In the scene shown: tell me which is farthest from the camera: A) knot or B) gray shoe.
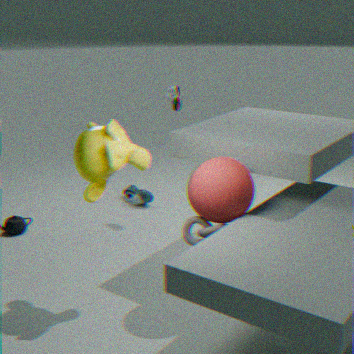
B. gray shoe
